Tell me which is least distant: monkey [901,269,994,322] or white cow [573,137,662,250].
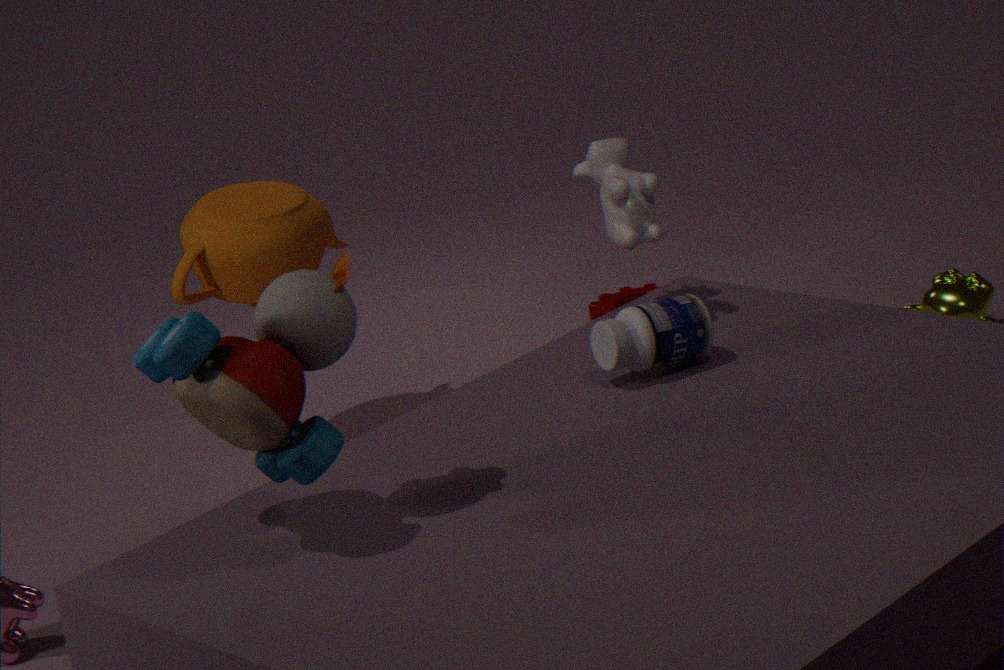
white cow [573,137,662,250]
